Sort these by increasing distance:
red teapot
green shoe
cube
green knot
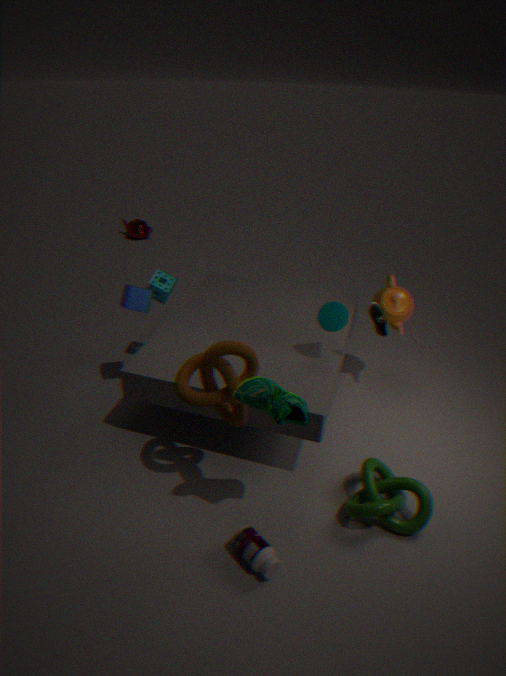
green shoe, green knot, cube, red teapot
